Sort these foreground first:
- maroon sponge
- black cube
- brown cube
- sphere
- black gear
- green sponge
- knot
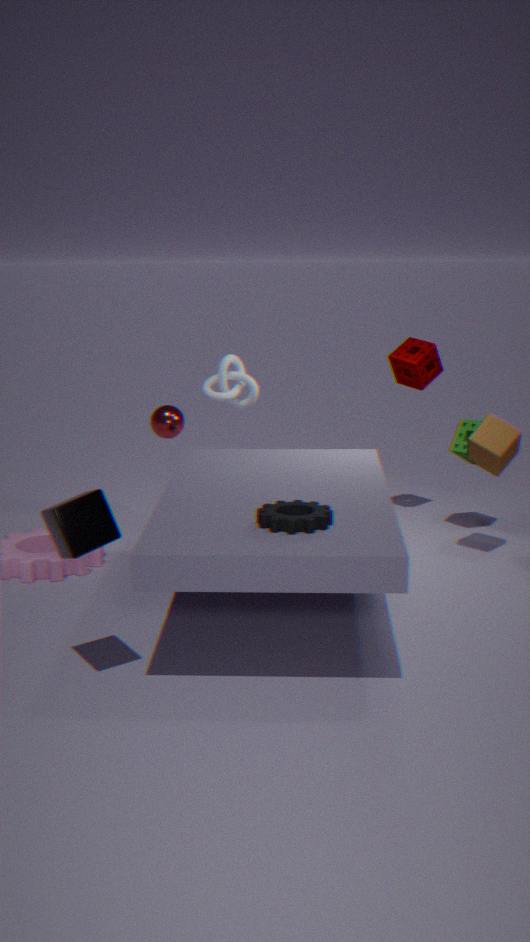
black cube < black gear < brown cube < knot < green sponge < maroon sponge < sphere
